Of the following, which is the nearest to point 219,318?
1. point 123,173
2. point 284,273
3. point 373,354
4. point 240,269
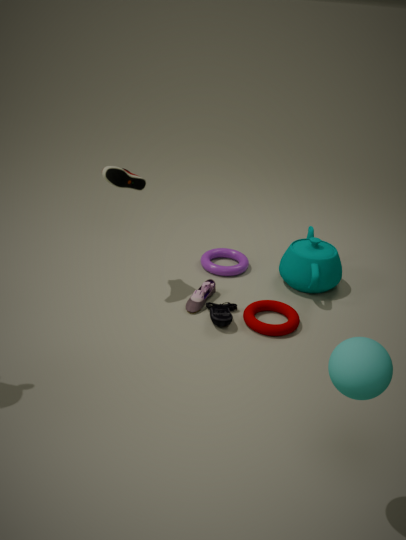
point 240,269
